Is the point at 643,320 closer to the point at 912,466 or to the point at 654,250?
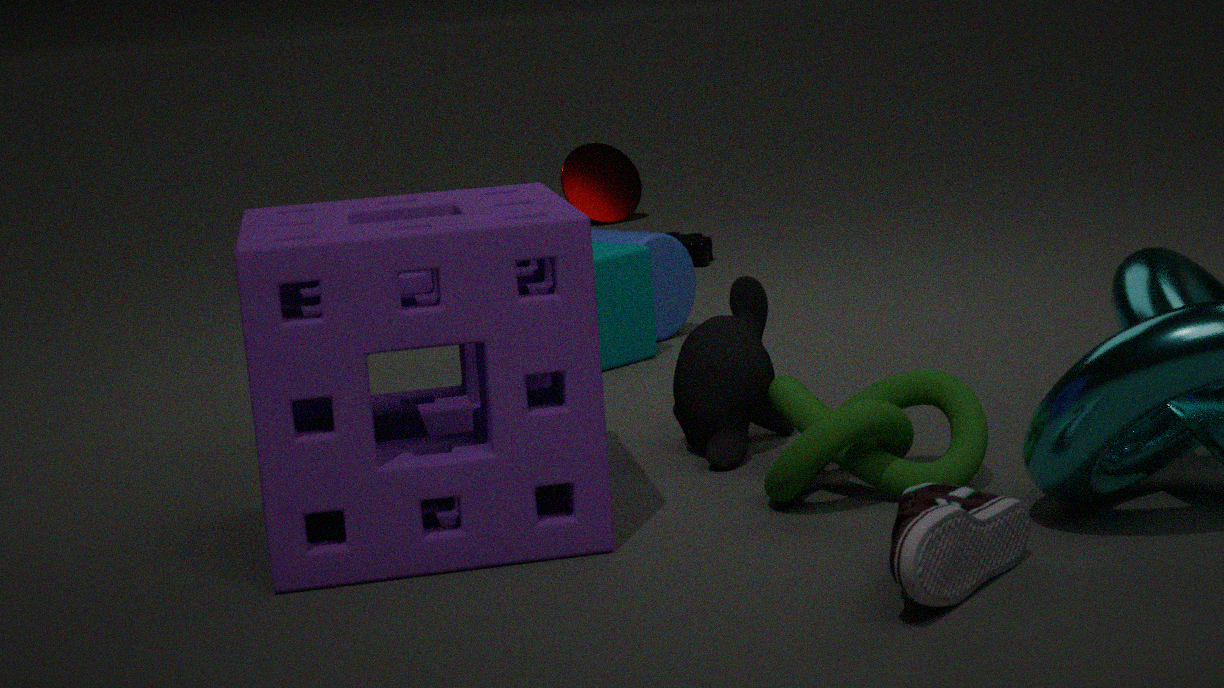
the point at 654,250
